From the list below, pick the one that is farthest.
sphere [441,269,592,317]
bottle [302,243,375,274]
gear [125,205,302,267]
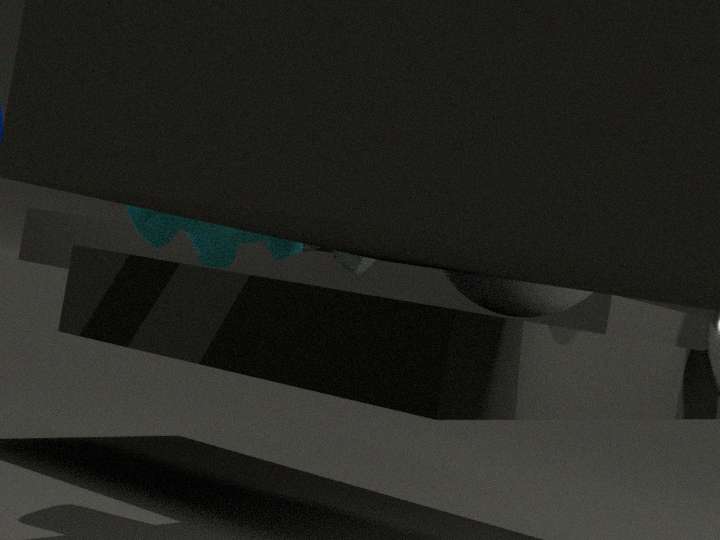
bottle [302,243,375,274]
